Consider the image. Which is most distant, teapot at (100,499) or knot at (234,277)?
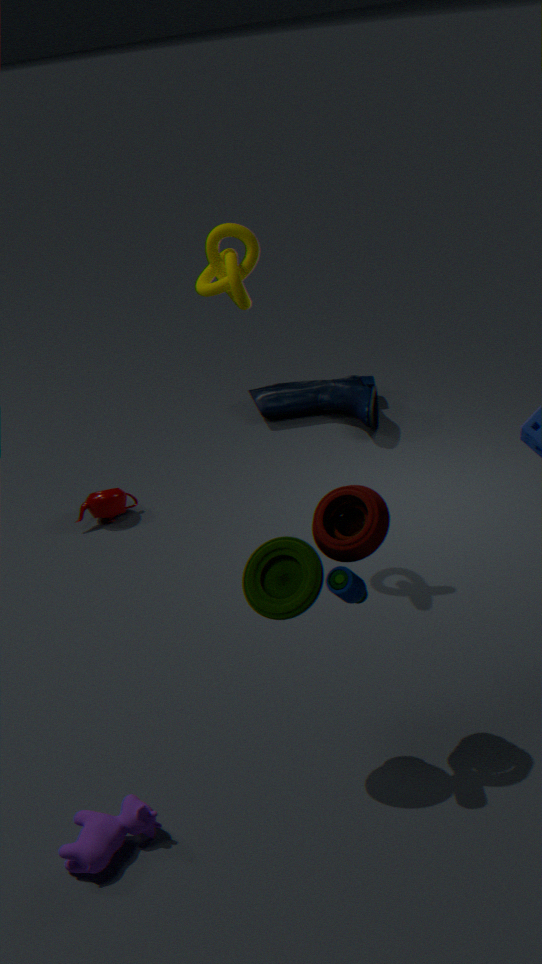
teapot at (100,499)
